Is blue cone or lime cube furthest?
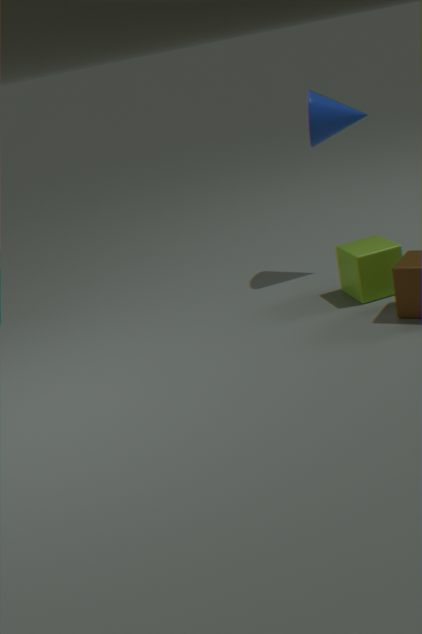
blue cone
